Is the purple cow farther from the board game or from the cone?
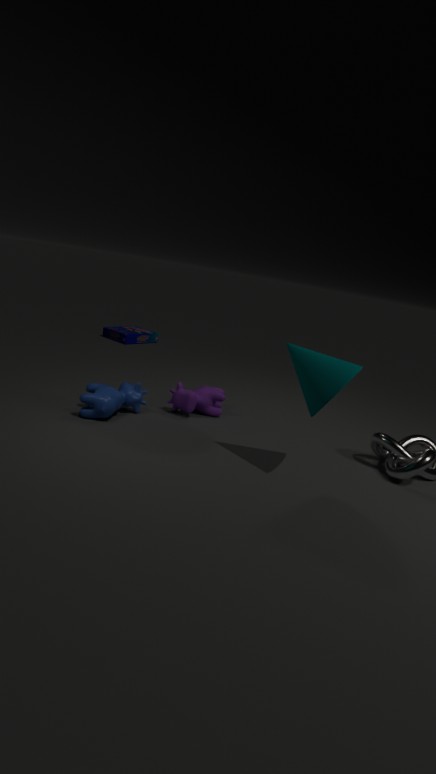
the board game
